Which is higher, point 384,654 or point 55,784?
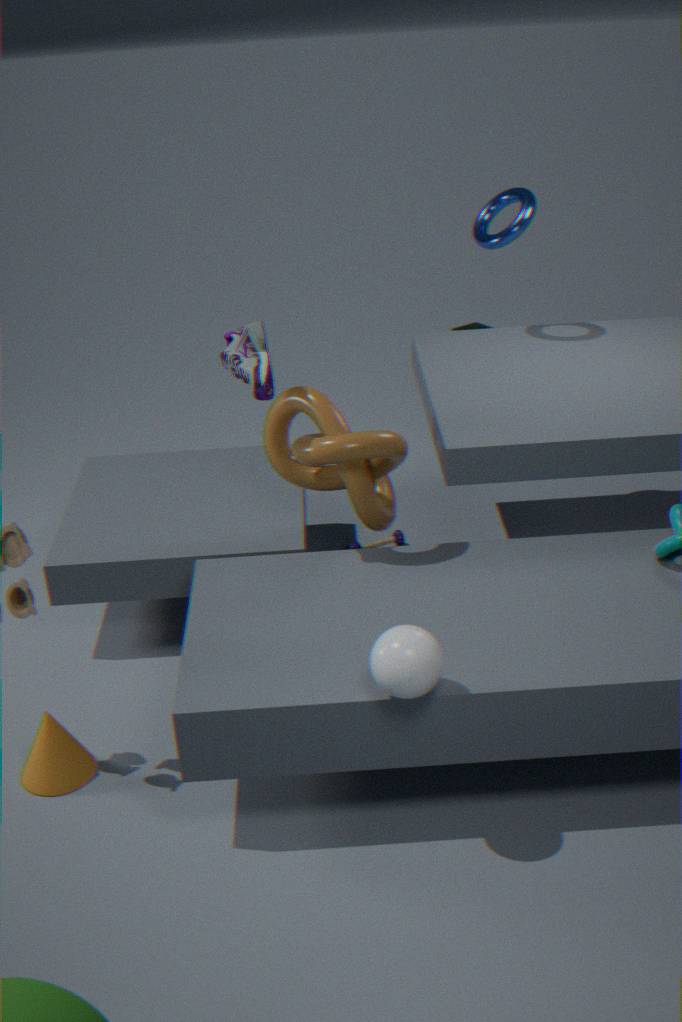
point 384,654
